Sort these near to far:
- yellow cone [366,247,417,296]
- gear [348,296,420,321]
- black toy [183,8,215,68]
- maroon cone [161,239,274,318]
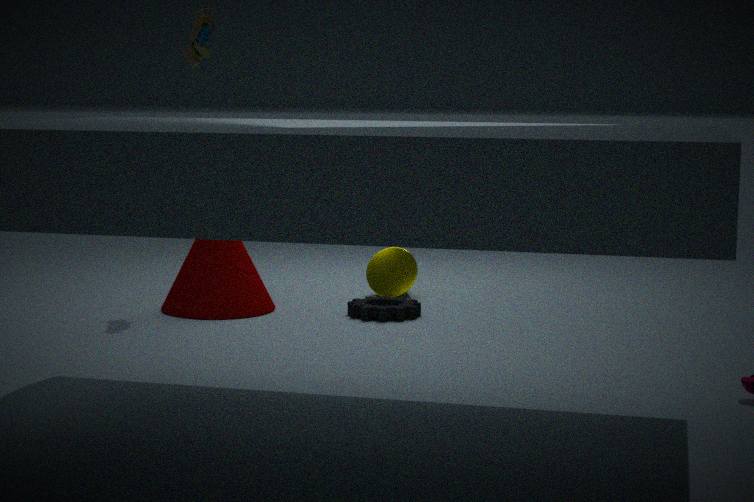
gear [348,296,420,321] < maroon cone [161,239,274,318] < black toy [183,8,215,68] < yellow cone [366,247,417,296]
